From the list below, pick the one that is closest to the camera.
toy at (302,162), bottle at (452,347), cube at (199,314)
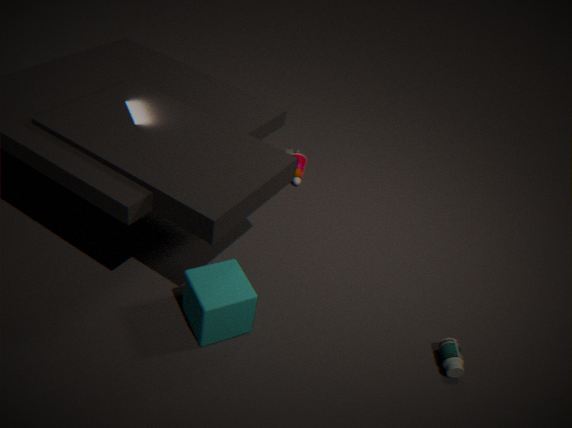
cube at (199,314)
